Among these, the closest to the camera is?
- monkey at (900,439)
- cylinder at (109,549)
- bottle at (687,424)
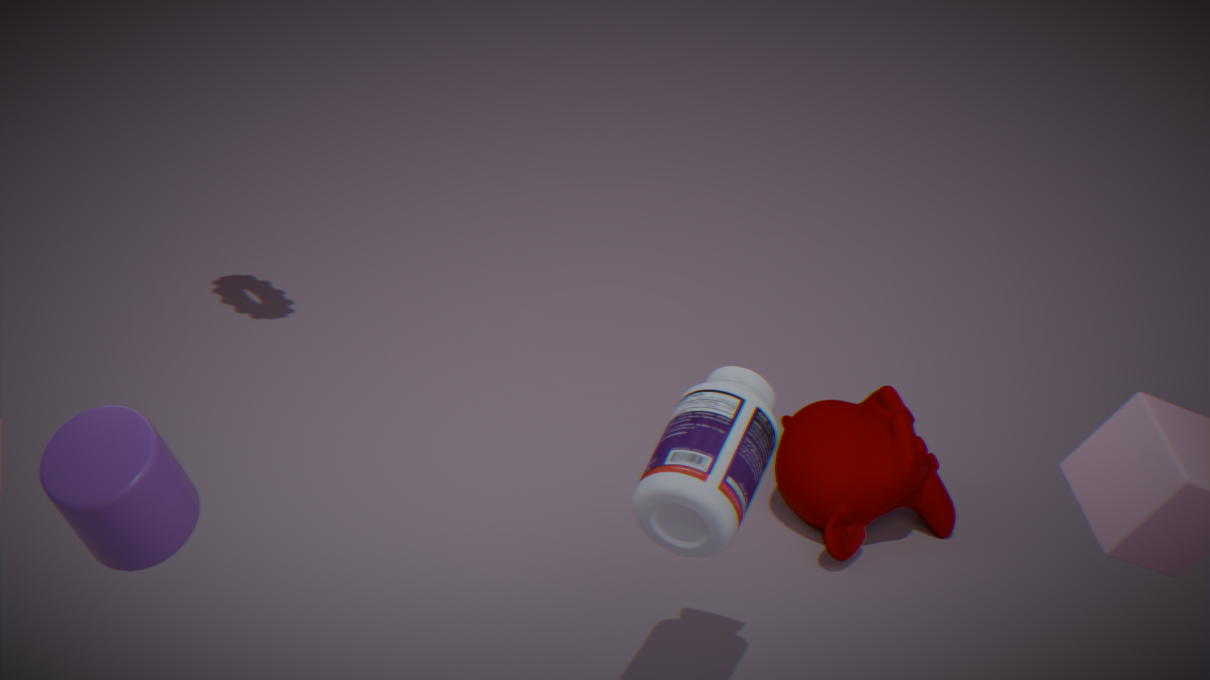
cylinder at (109,549)
